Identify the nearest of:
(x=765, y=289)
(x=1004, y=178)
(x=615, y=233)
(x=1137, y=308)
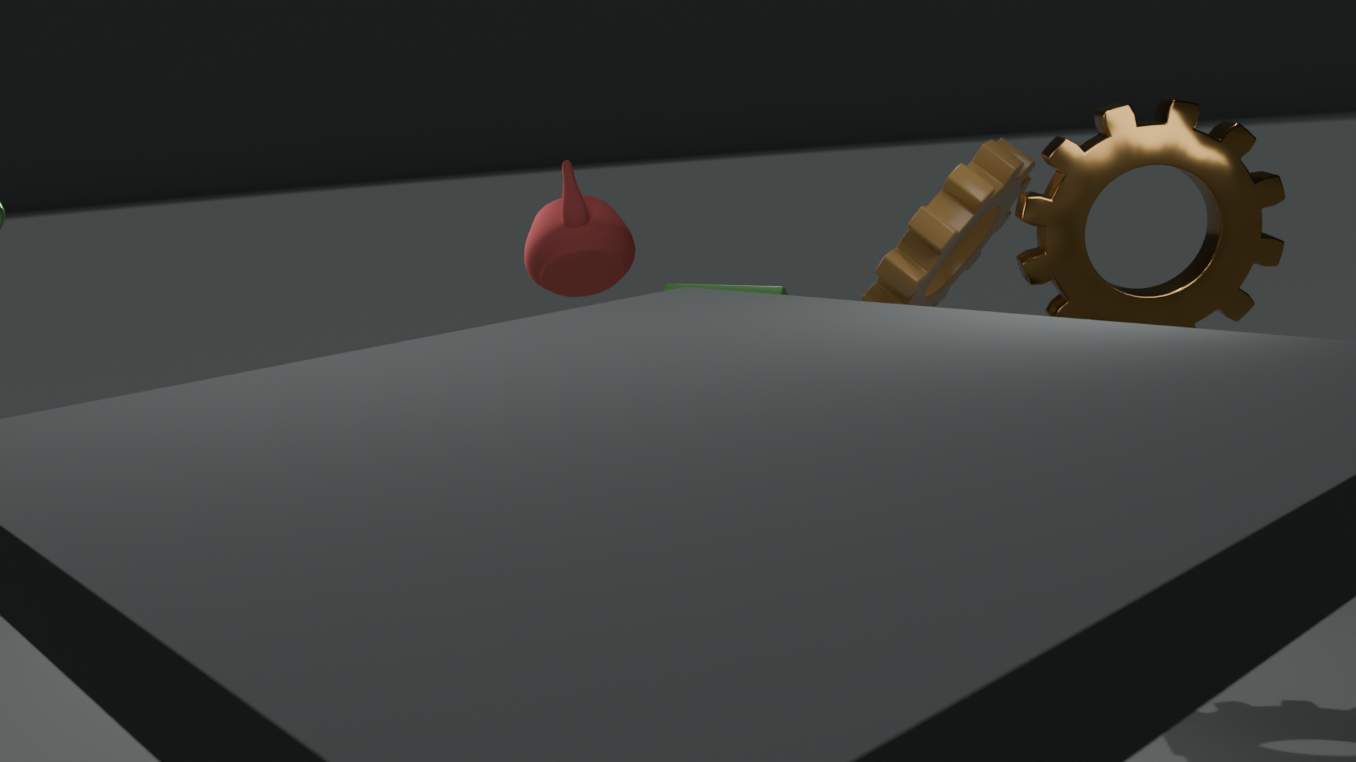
(x=1137, y=308)
